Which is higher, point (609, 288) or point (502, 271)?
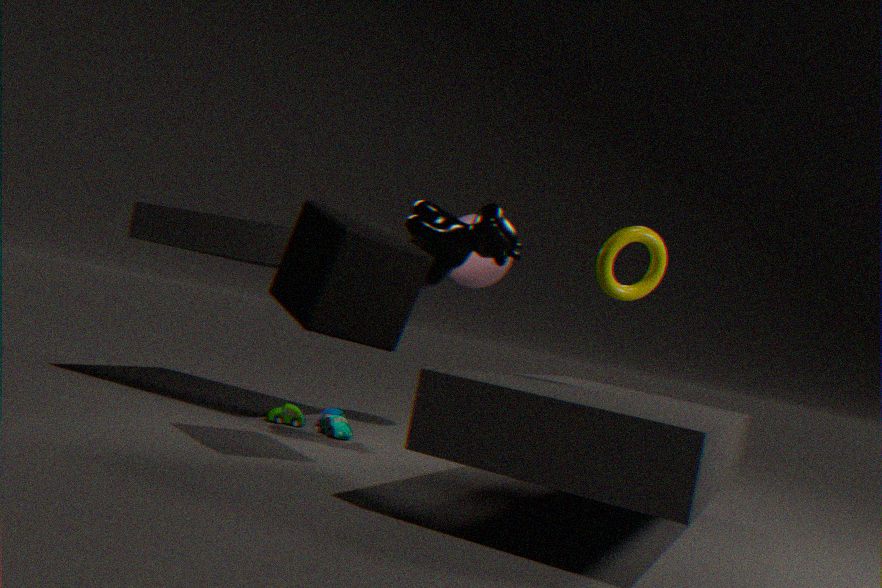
point (502, 271)
